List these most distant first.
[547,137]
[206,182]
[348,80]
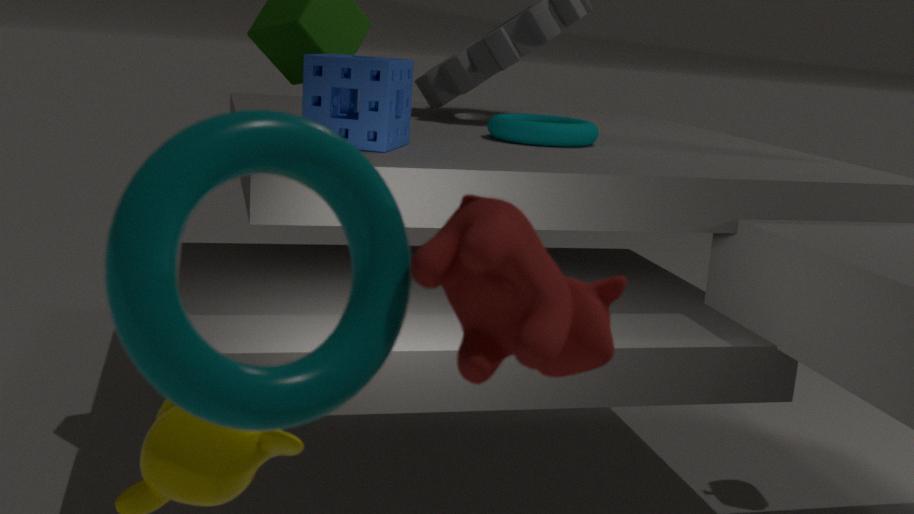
[547,137], [348,80], [206,182]
